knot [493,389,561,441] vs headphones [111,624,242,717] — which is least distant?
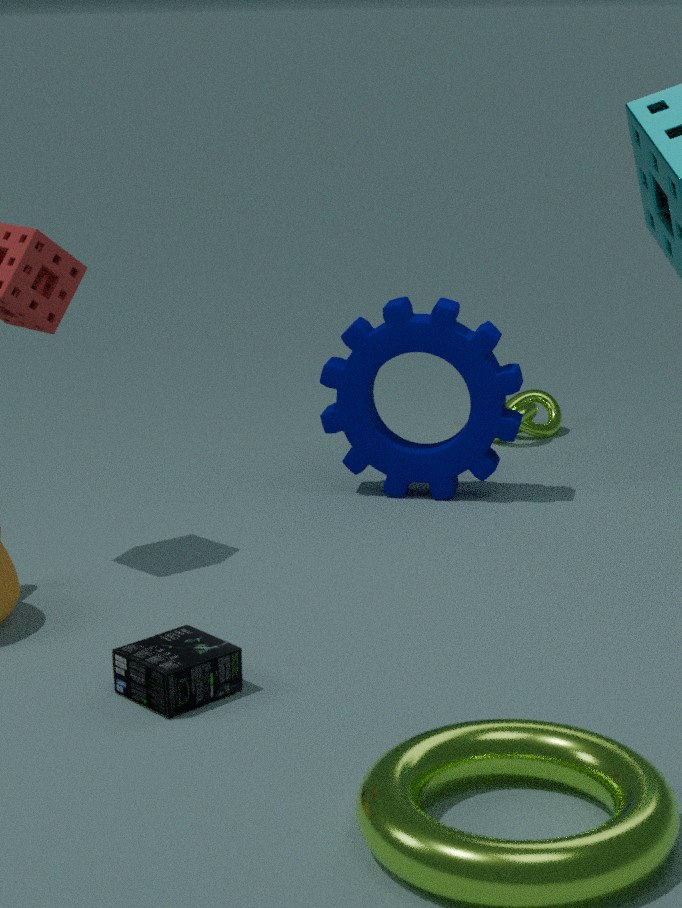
headphones [111,624,242,717]
